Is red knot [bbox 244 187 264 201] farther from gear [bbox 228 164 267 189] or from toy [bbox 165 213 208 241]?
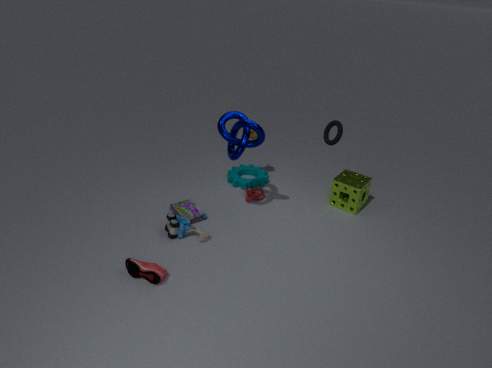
toy [bbox 165 213 208 241]
